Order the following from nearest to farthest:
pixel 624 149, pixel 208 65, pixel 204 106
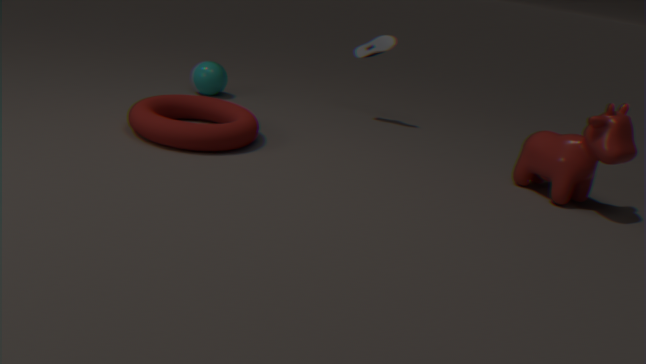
pixel 624 149, pixel 204 106, pixel 208 65
